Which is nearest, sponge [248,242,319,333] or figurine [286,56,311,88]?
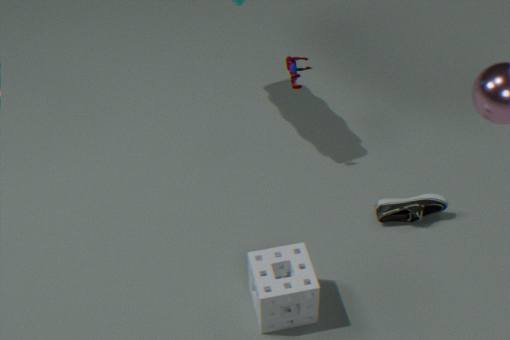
sponge [248,242,319,333]
